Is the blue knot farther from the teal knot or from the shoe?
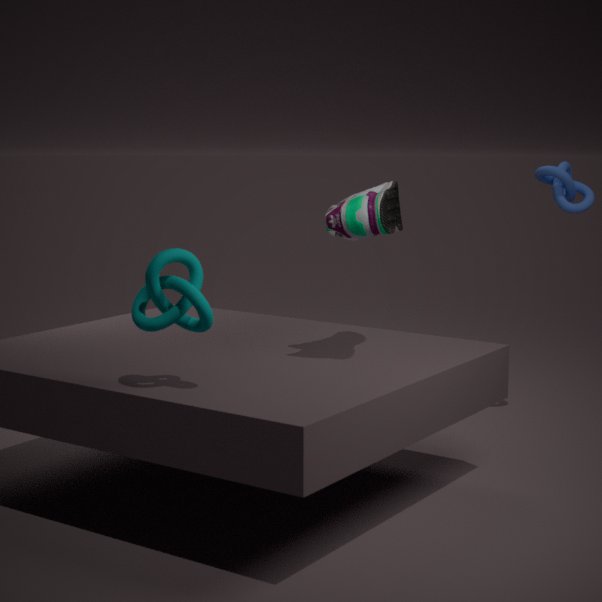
the teal knot
